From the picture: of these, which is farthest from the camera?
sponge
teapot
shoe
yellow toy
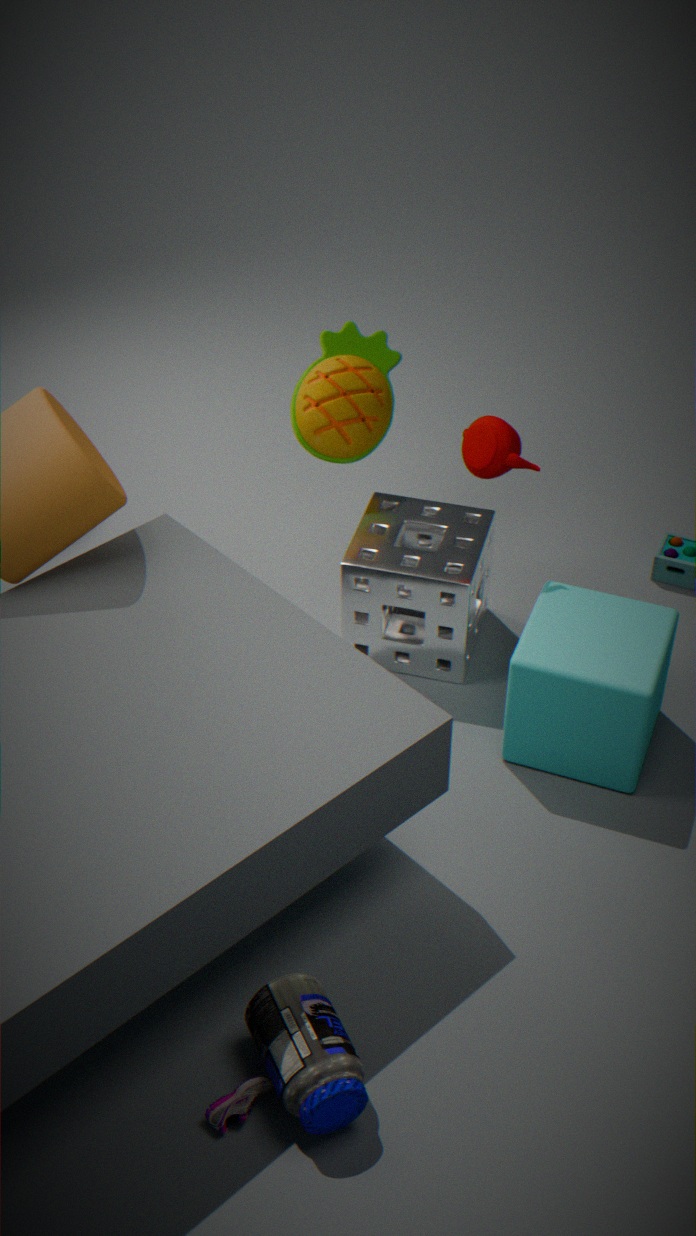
yellow toy
